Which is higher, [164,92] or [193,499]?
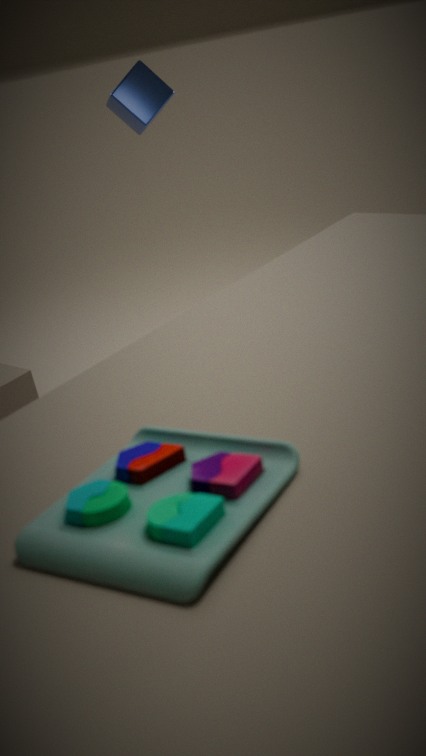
[164,92]
